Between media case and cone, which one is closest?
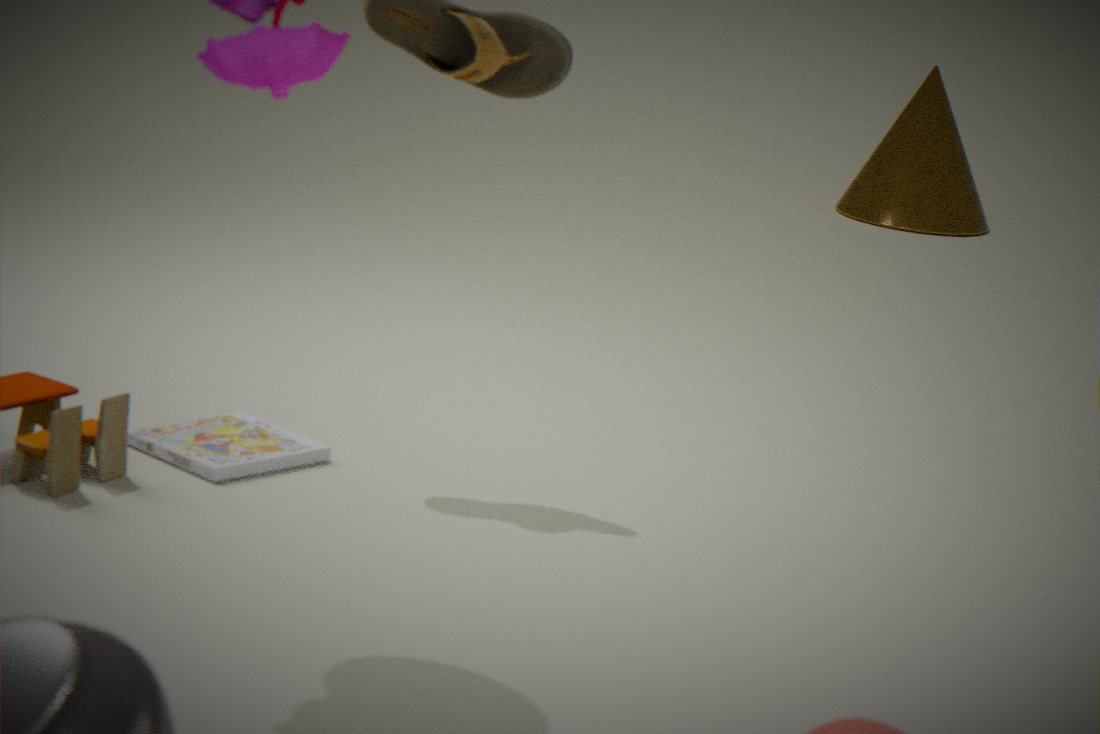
media case
